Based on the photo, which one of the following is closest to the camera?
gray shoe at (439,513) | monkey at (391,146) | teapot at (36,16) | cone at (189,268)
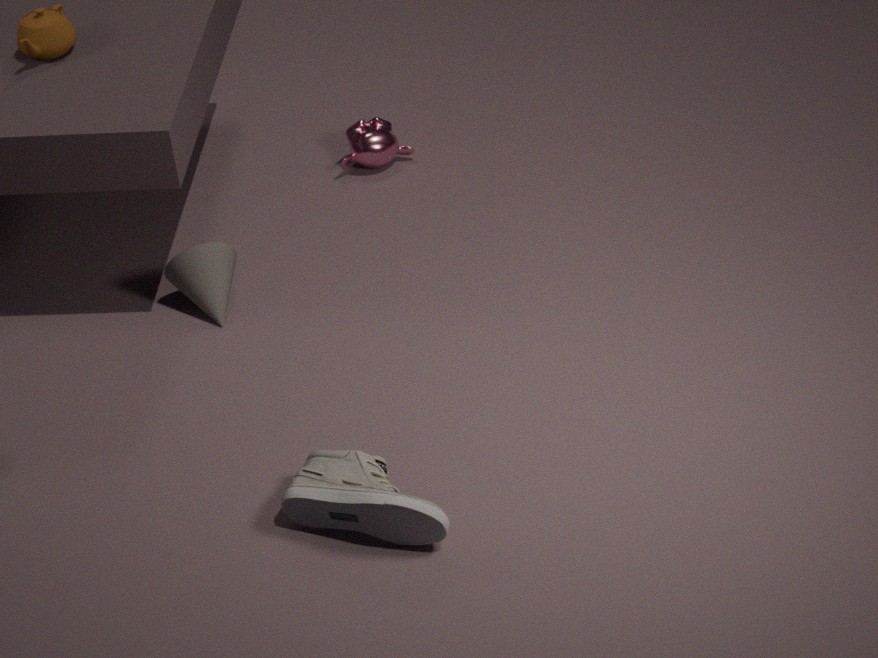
gray shoe at (439,513)
